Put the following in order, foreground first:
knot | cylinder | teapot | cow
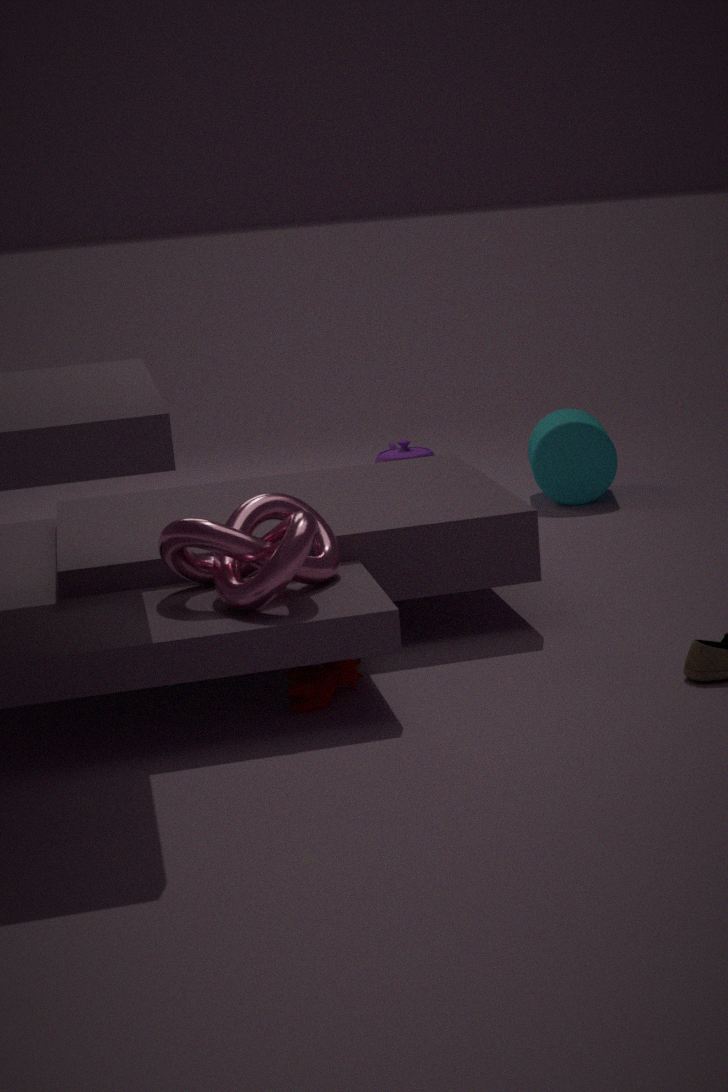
1. knot
2. cow
3. cylinder
4. teapot
